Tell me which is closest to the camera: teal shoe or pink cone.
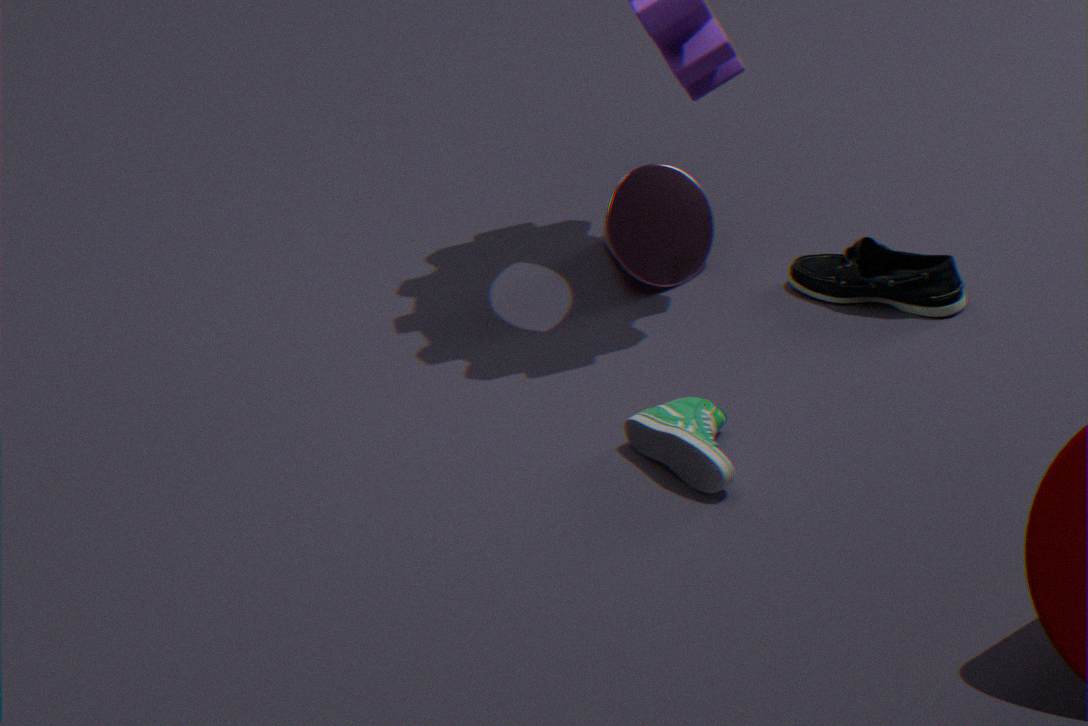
teal shoe
